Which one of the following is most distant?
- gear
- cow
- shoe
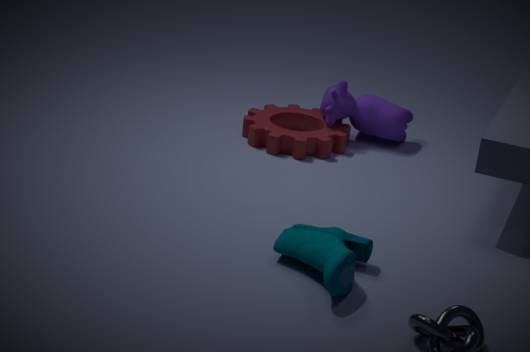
cow
